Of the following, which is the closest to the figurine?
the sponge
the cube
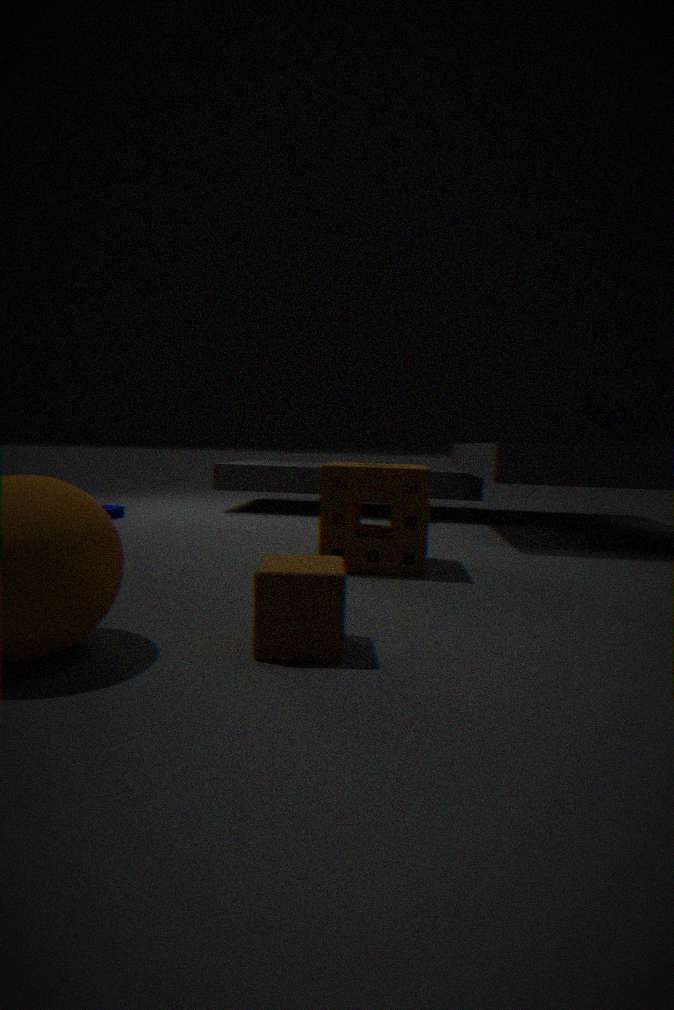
the sponge
